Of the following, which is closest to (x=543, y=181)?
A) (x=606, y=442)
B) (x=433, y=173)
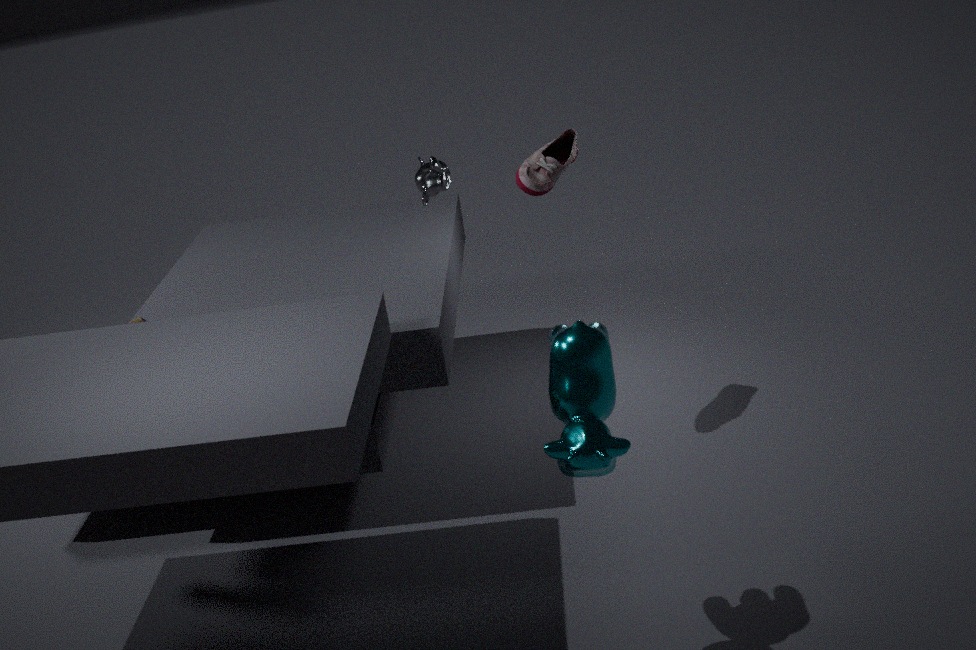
(x=433, y=173)
